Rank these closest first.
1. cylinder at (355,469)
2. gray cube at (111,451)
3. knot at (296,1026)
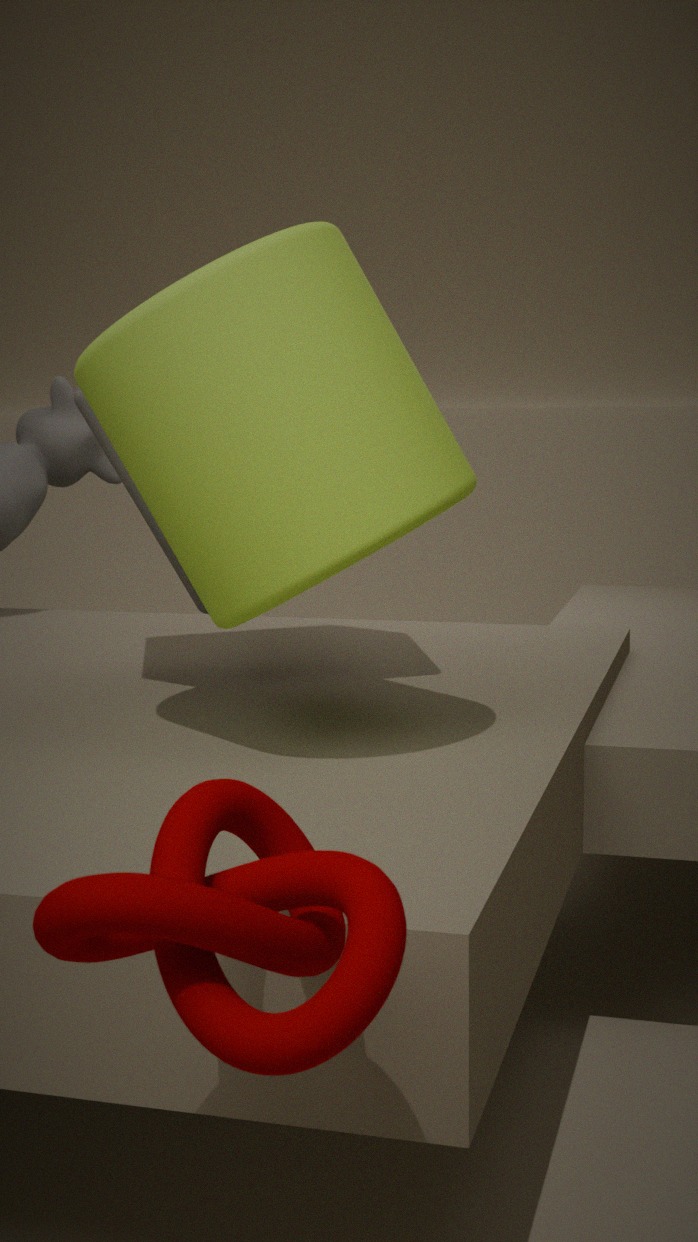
1. knot at (296,1026)
2. cylinder at (355,469)
3. gray cube at (111,451)
